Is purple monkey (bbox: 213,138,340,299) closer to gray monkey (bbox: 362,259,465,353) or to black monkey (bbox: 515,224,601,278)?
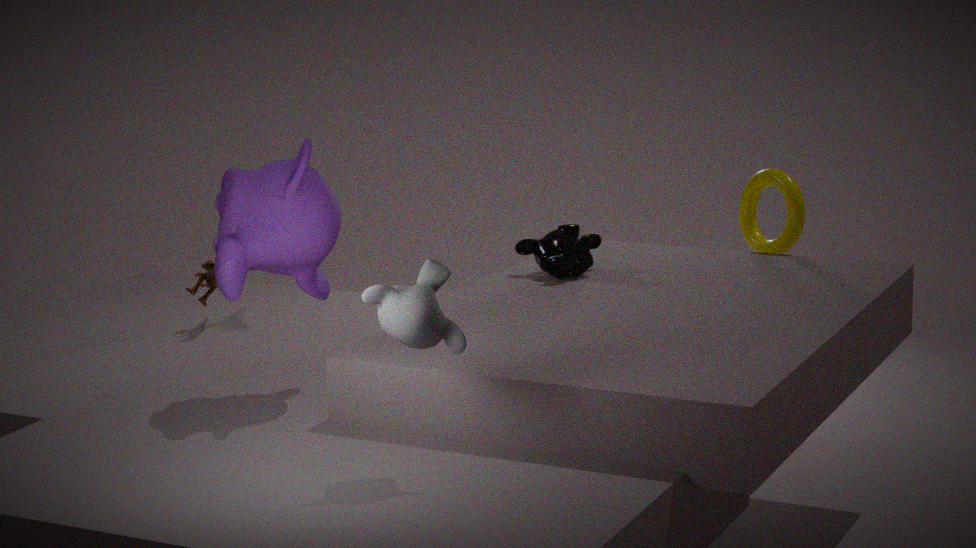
gray monkey (bbox: 362,259,465,353)
